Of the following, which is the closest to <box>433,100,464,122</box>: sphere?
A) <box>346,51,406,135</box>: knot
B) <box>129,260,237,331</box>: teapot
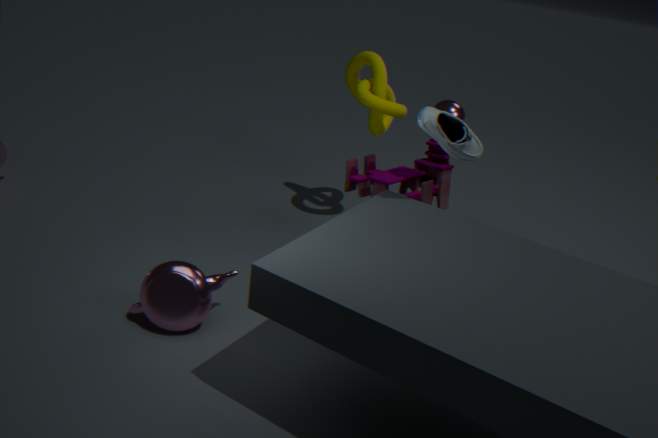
<box>346,51,406,135</box>: knot
